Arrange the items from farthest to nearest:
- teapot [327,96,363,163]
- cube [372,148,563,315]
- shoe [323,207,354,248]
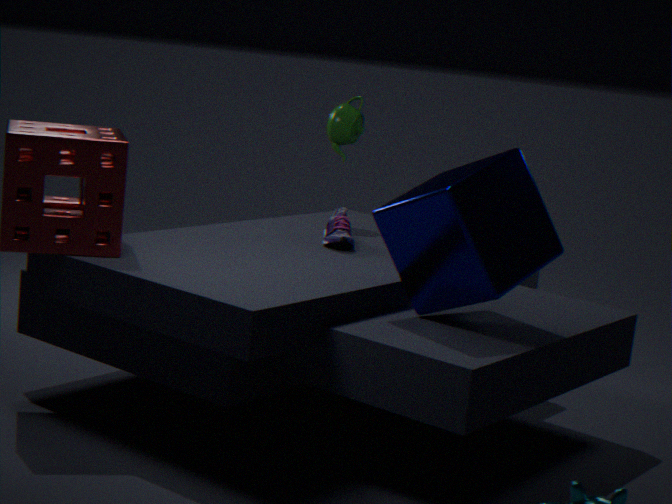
teapot [327,96,363,163] < shoe [323,207,354,248] < cube [372,148,563,315]
